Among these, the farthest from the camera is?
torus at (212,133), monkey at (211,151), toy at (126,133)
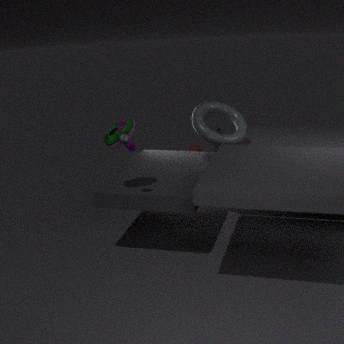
monkey at (211,151)
